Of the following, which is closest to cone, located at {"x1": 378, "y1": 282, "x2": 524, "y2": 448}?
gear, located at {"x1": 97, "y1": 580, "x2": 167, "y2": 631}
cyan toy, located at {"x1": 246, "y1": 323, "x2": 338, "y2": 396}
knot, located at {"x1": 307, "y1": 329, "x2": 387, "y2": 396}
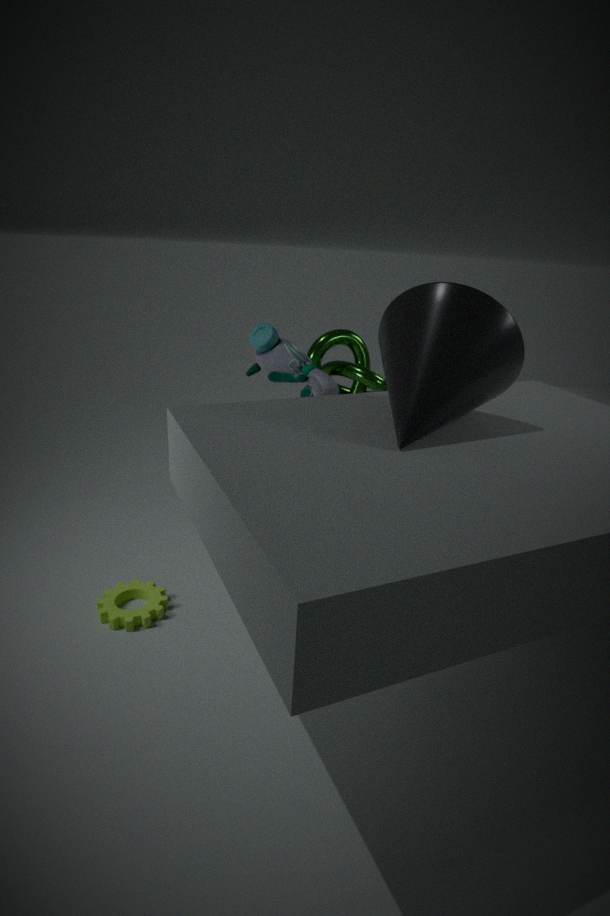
cyan toy, located at {"x1": 246, "y1": 323, "x2": 338, "y2": 396}
